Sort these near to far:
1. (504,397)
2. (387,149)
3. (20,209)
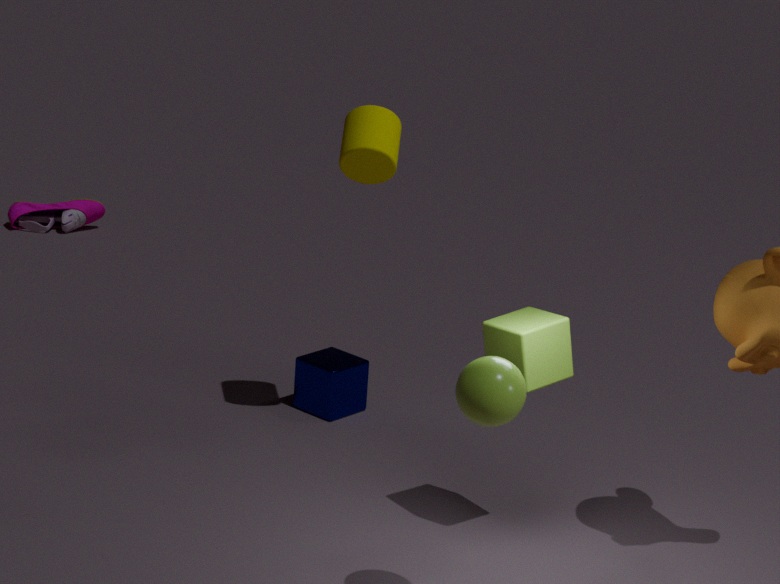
(504,397) → (387,149) → (20,209)
